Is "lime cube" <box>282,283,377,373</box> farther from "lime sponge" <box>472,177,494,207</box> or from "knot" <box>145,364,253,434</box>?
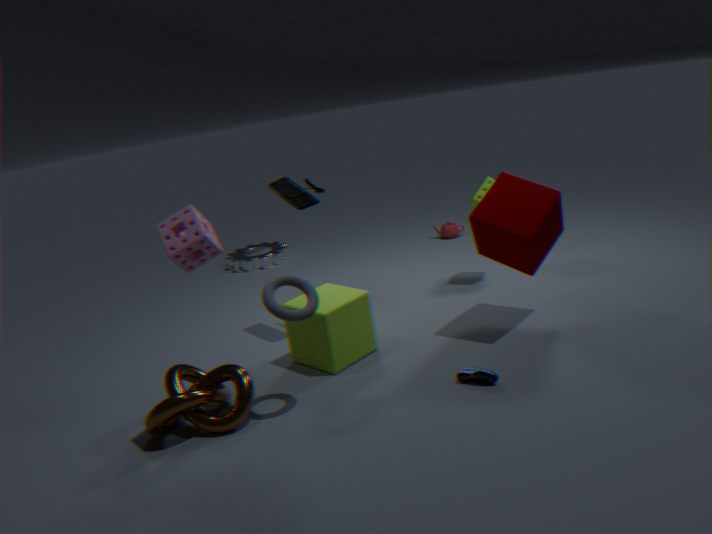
"lime sponge" <box>472,177,494,207</box>
